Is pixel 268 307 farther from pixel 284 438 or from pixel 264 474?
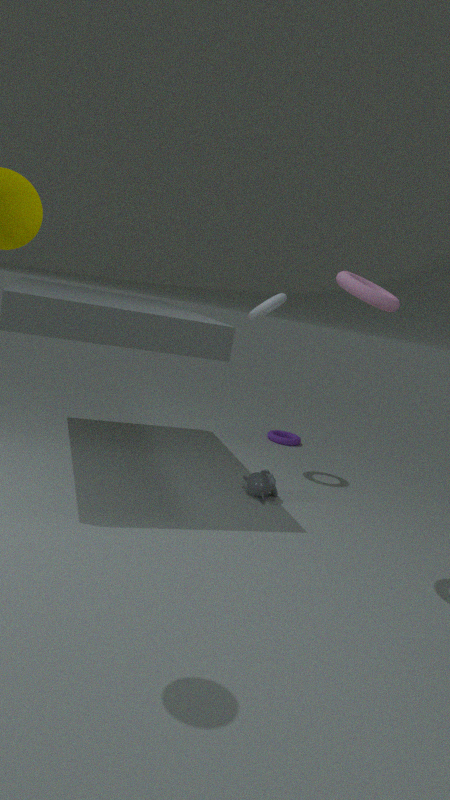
pixel 284 438
